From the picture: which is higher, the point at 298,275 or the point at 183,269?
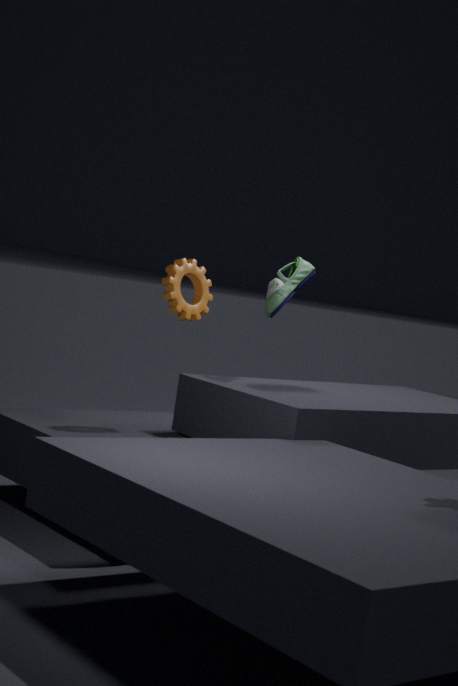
the point at 298,275
